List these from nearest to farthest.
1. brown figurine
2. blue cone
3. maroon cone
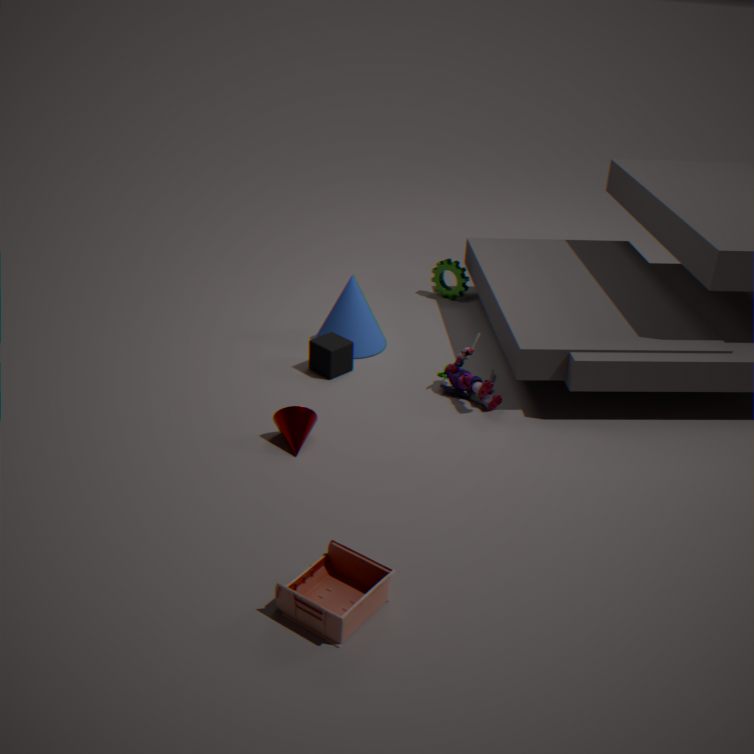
brown figurine < maroon cone < blue cone
